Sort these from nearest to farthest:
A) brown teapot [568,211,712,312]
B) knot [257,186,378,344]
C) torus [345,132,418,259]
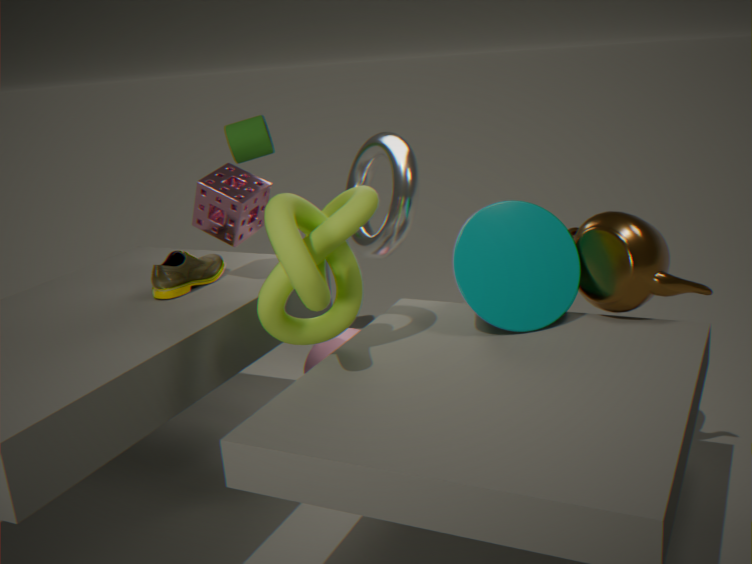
knot [257,186,378,344] < brown teapot [568,211,712,312] < torus [345,132,418,259]
